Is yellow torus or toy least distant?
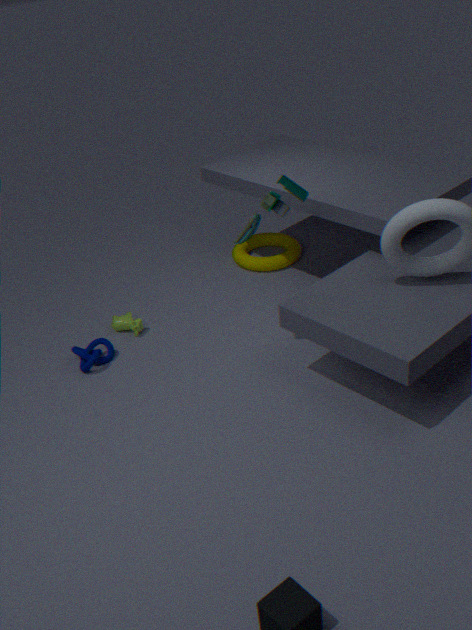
toy
